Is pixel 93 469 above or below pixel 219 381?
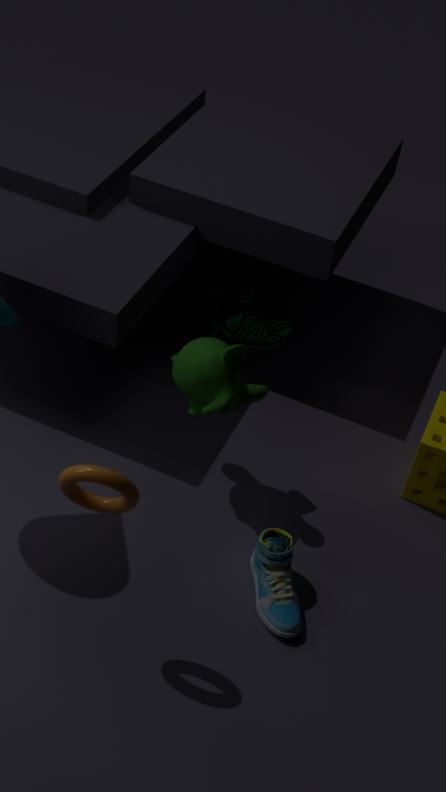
above
